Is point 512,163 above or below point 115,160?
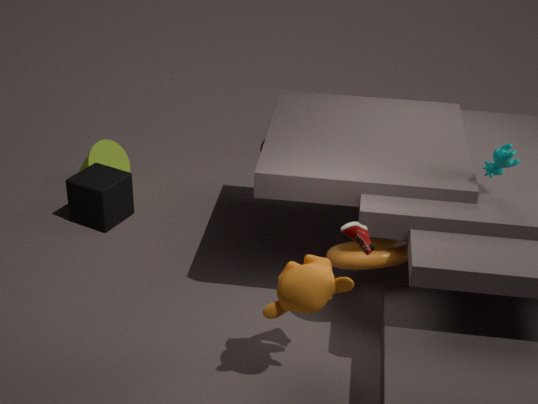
above
